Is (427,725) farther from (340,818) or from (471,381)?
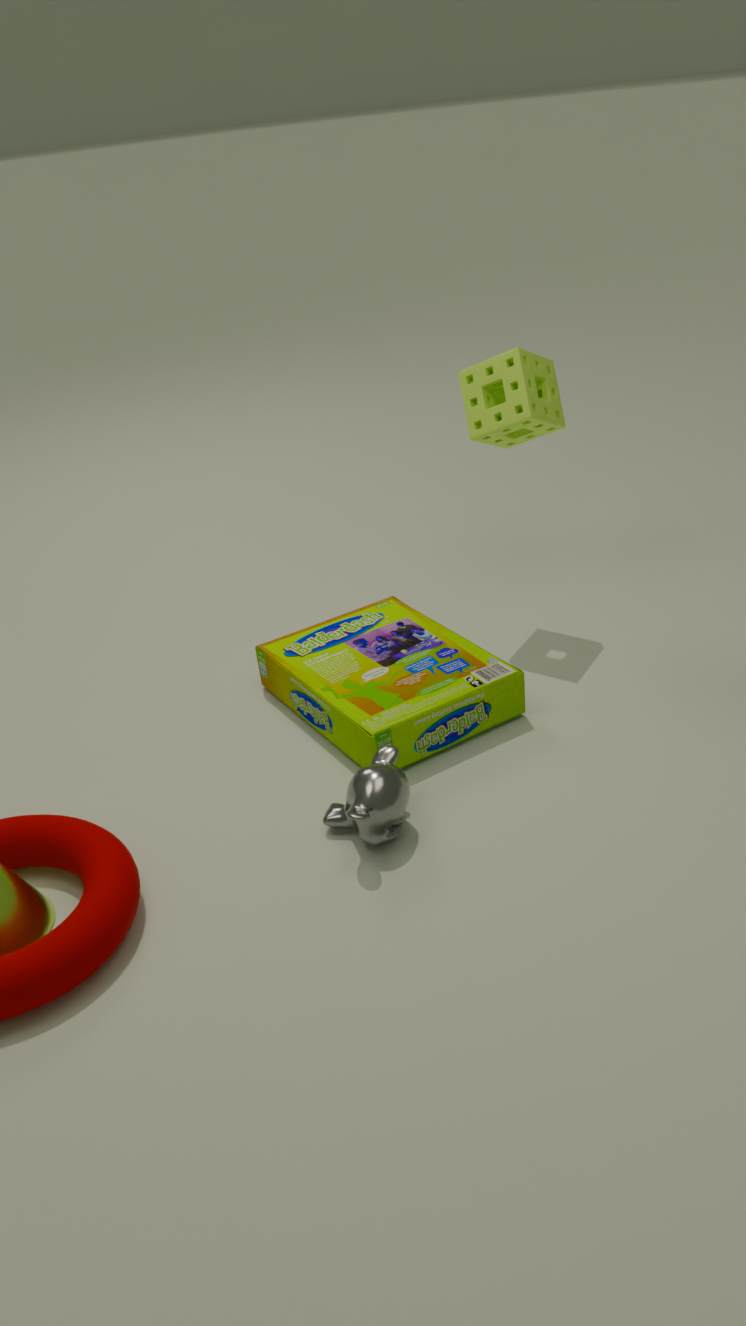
(471,381)
